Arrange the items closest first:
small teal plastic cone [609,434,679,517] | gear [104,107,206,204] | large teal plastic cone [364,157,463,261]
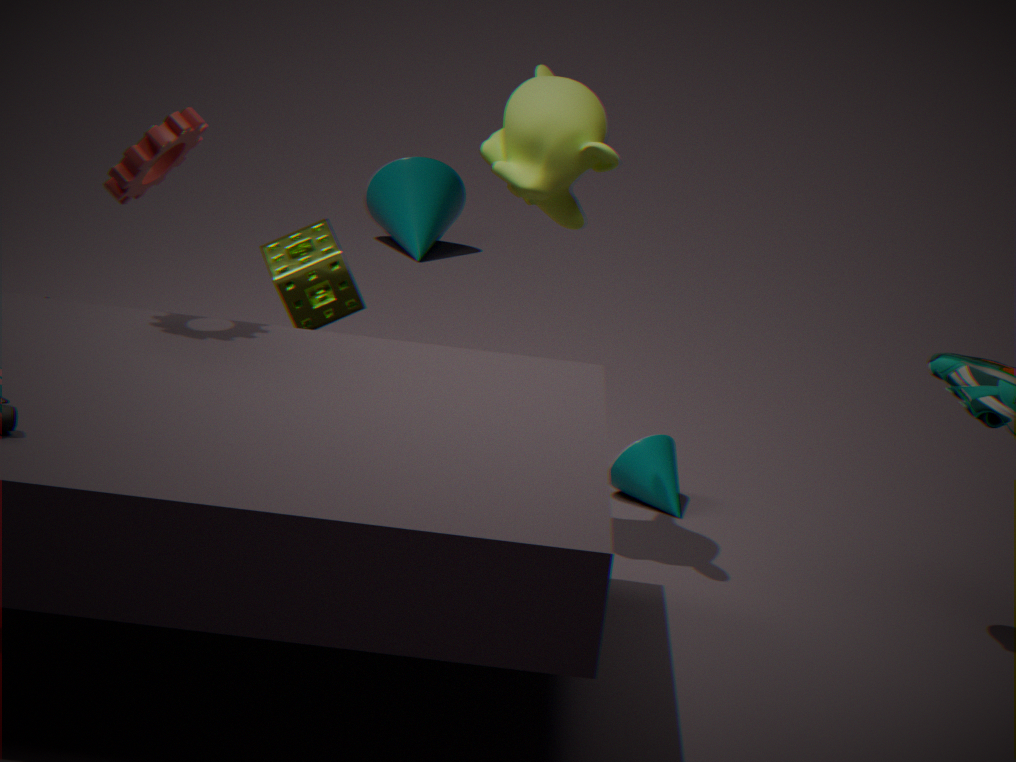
gear [104,107,206,204], small teal plastic cone [609,434,679,517], large teal plastic cone [364,157,463,261]
